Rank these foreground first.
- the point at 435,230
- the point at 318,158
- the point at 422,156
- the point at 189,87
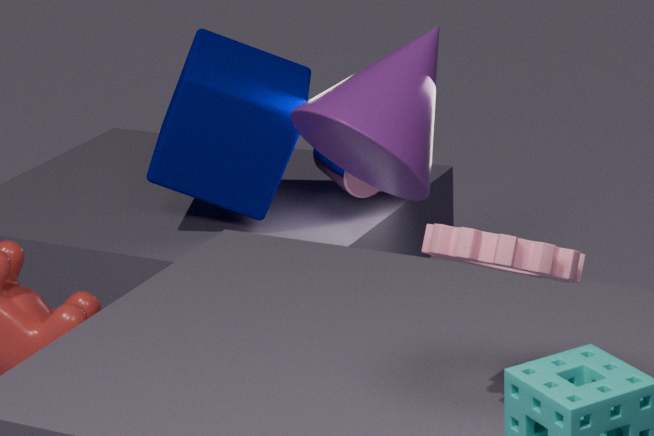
the point at 435,230
the point at 422,156
the point at 189,87
the point at 318,158
